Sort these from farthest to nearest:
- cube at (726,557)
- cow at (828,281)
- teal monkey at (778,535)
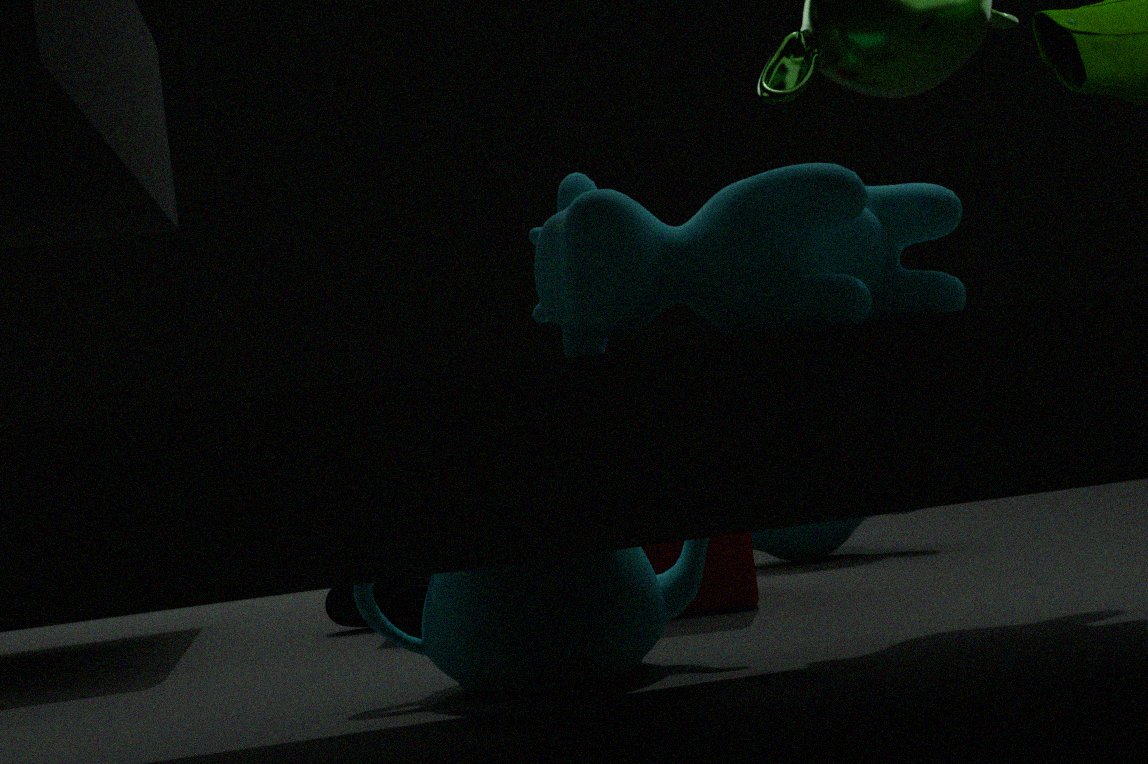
teal monkey at (778,535), cube at (726,557), cow at (828,281)
